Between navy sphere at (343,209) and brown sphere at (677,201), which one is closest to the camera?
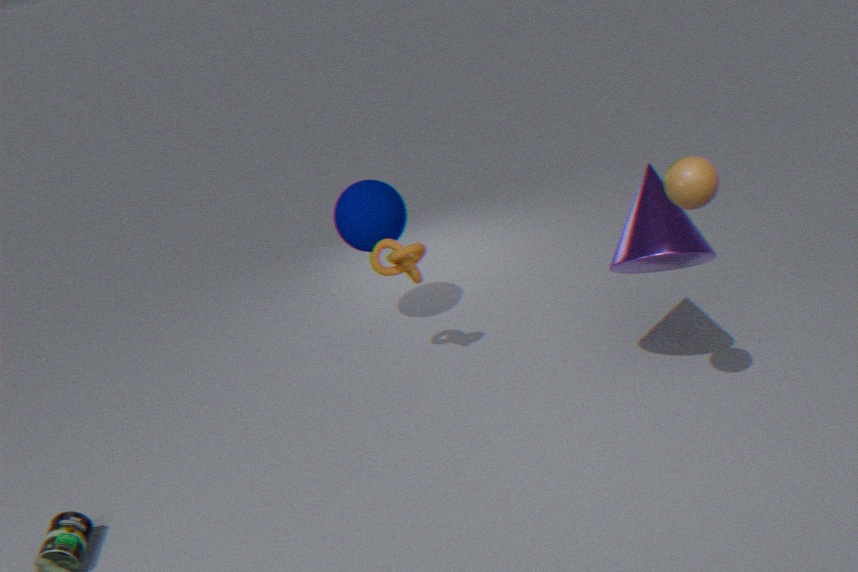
brown sphere at (677,201)
